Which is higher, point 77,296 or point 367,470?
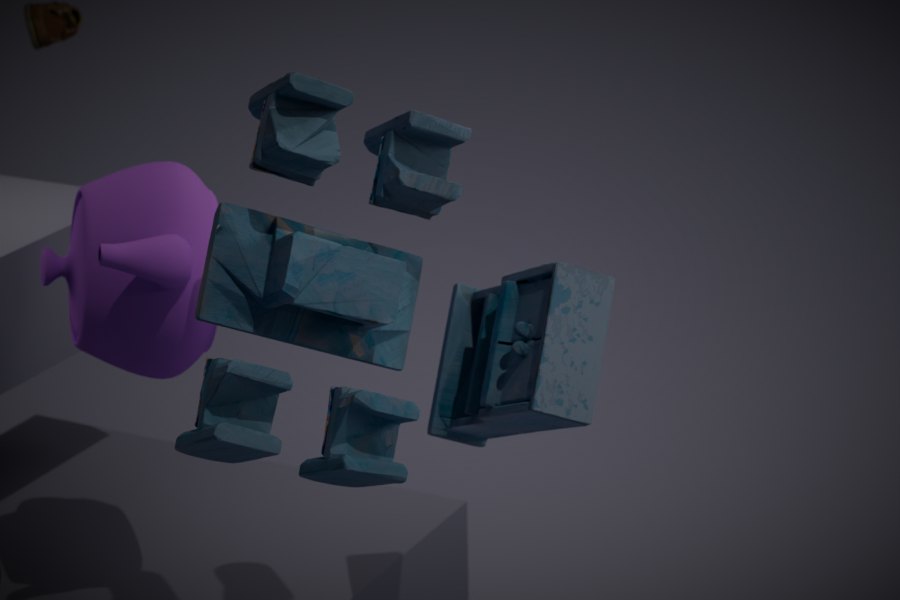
point 367,470
